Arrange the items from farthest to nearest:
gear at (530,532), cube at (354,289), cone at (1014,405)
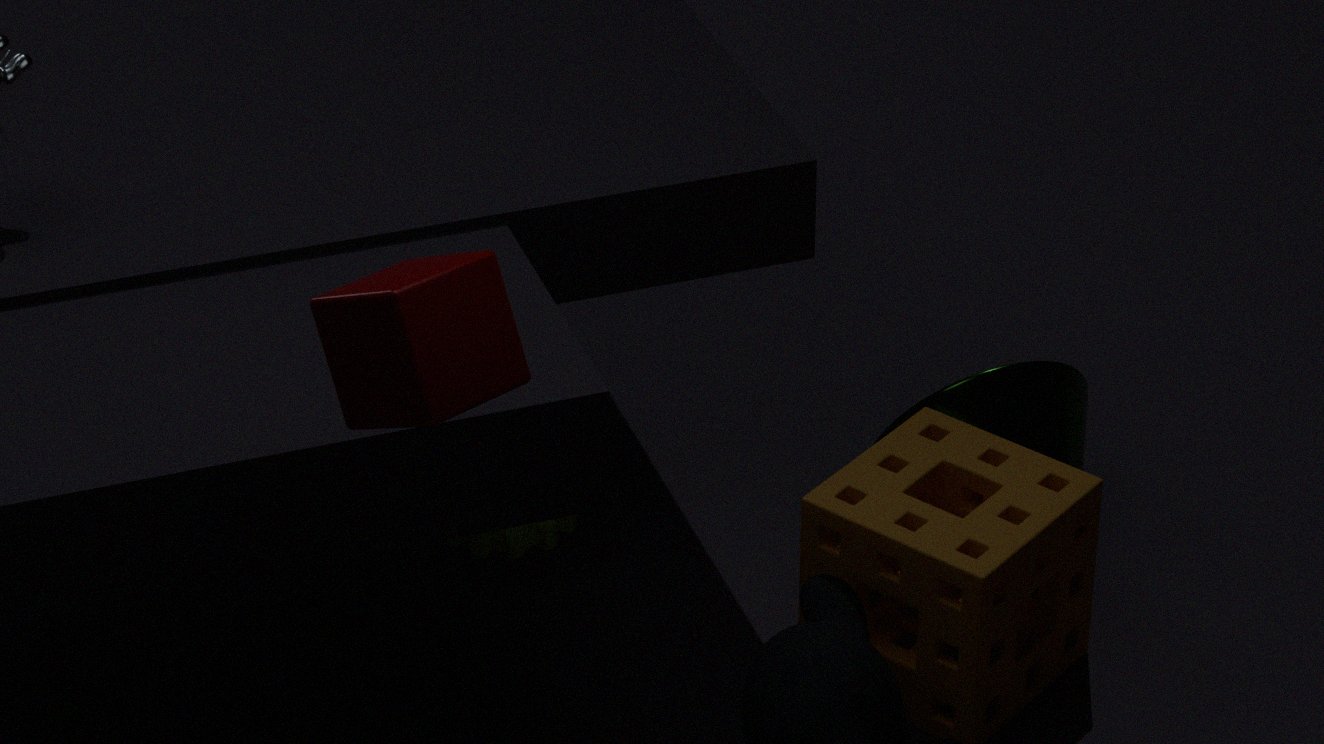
gear at (530,532), cone at (1014,405), cube at (354,289)
